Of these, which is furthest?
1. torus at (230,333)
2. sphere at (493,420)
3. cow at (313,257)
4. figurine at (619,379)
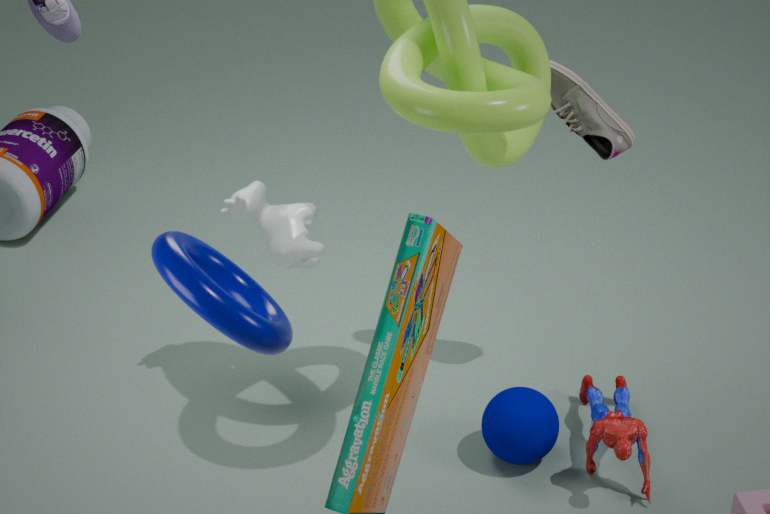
cow at (313,257)
